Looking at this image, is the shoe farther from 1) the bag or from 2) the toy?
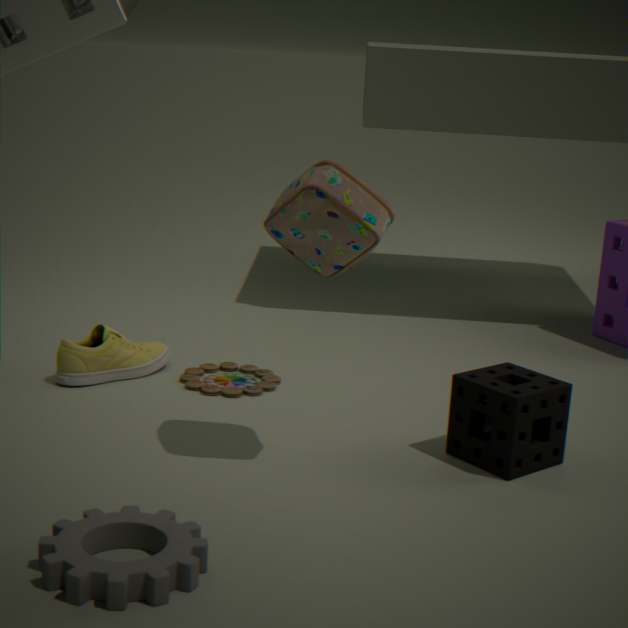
1) the bag
